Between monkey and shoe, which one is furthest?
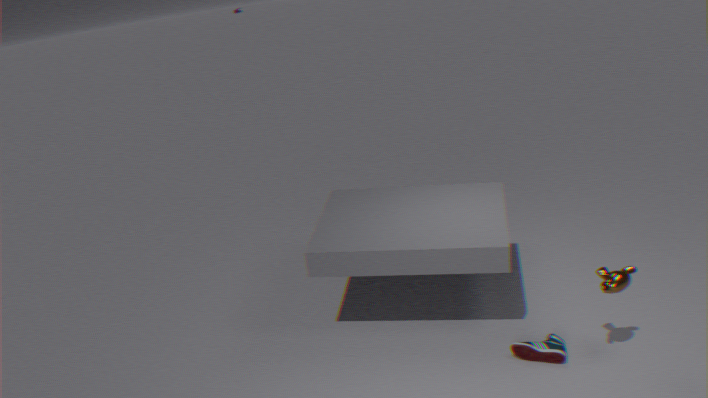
shoe
